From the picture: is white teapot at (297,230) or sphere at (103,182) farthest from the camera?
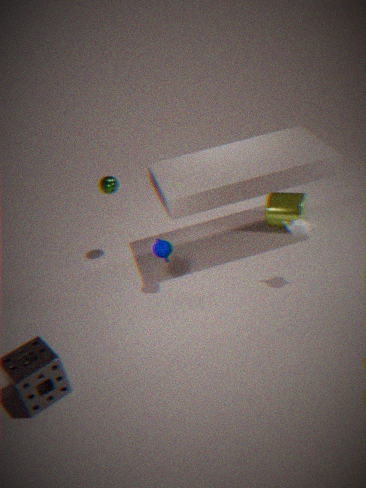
sphere at (103,182)
